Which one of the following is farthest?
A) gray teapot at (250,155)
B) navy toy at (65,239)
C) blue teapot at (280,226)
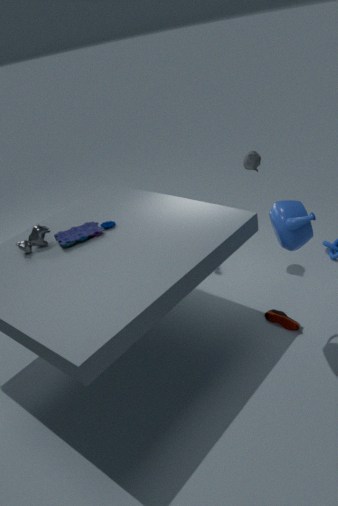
gray teapot at (250,155)
